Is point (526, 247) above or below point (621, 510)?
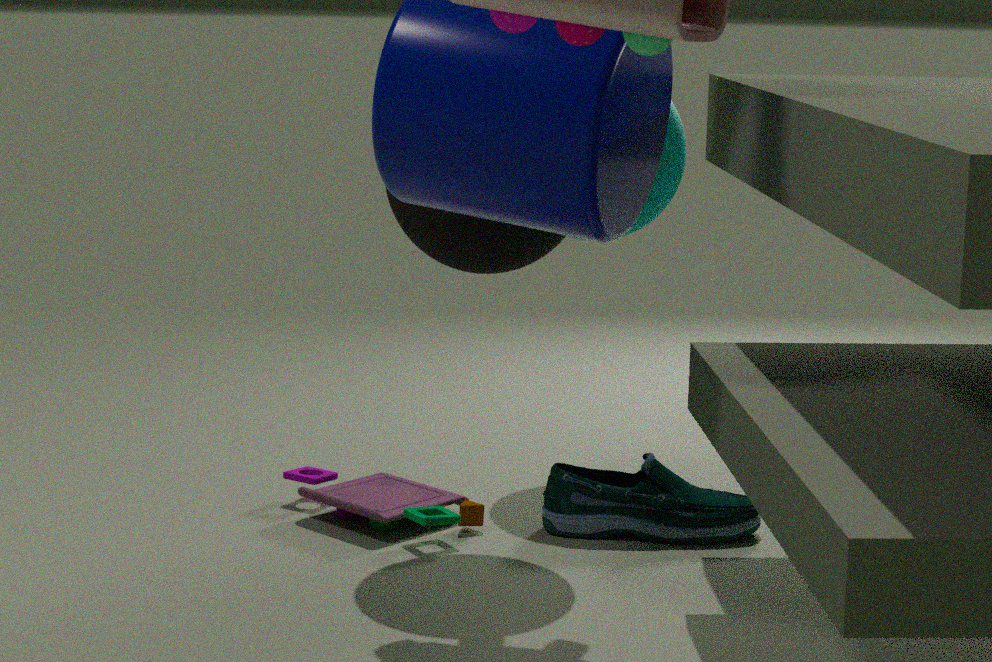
above
